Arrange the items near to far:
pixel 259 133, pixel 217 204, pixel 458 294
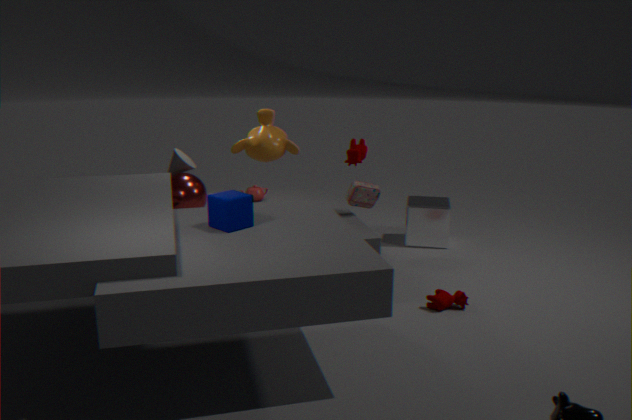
1. pixel 217 204
2. pixel 458 294
3. pixel 259 133
